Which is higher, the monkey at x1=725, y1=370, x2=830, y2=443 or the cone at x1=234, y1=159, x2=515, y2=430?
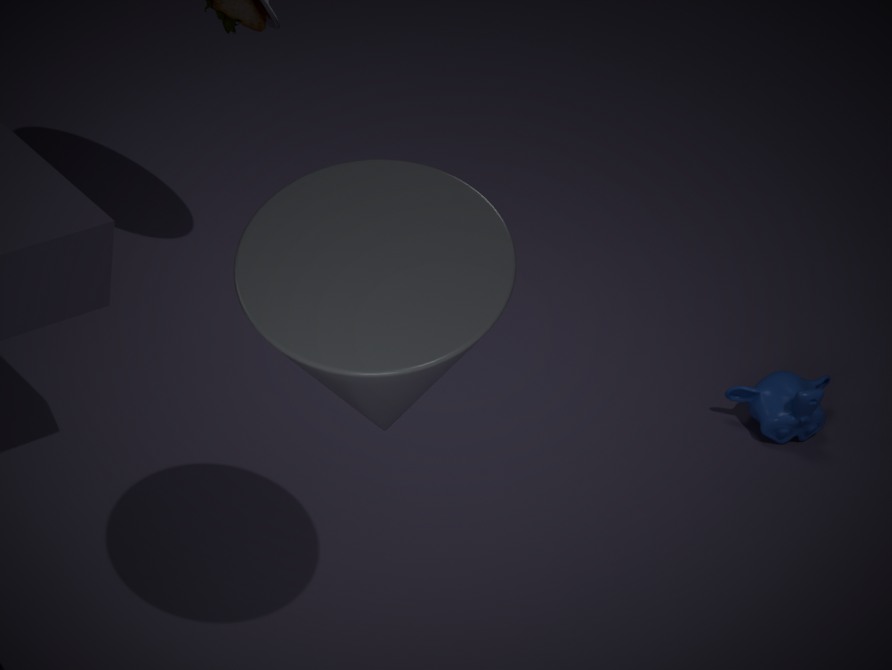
the cone at x1=234, y1=159, x2=515, y2=430
